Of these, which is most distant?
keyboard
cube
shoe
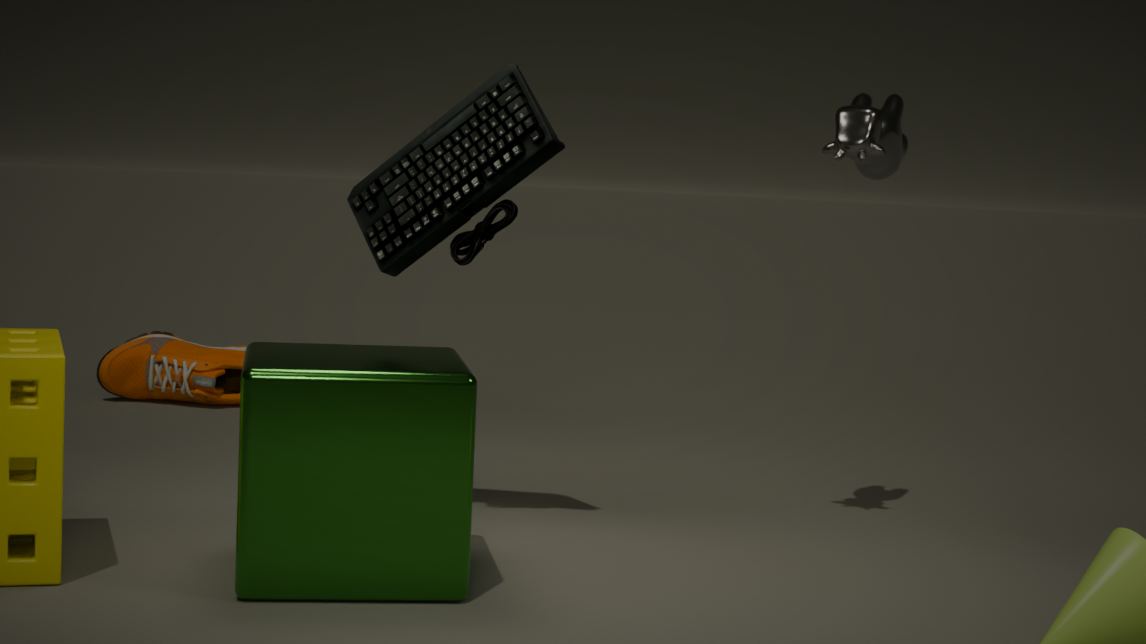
shoe
